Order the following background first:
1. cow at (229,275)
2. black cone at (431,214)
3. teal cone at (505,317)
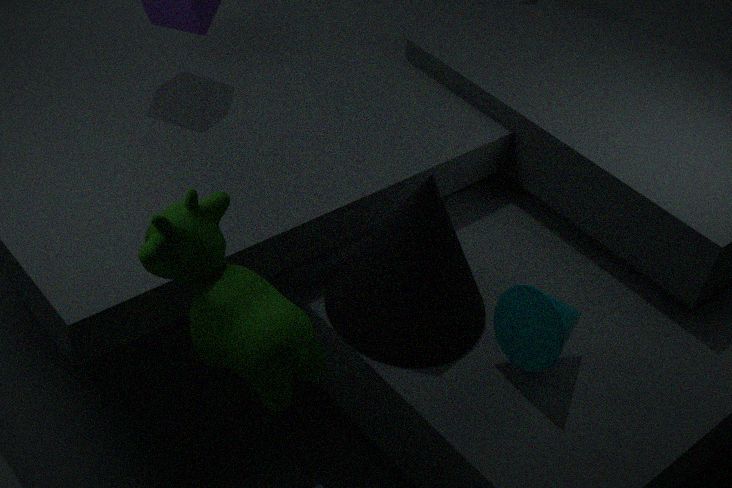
1. black cone at (431,214)
2. teal cone at (505,317)
3. cow at (229,275)
